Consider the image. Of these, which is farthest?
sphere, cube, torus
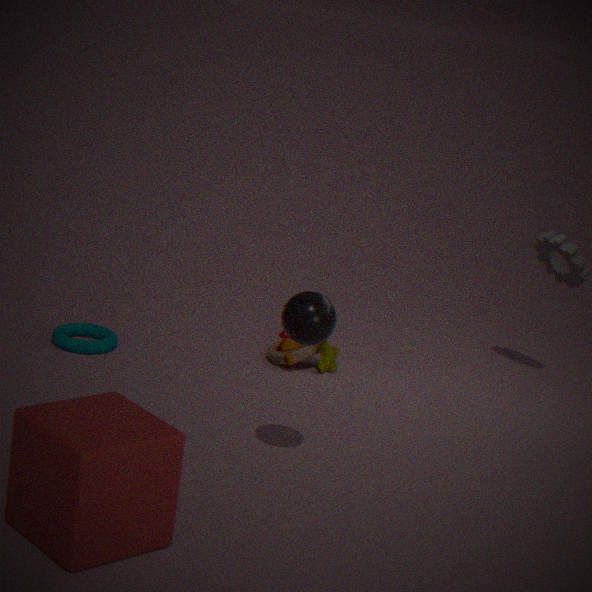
torus
